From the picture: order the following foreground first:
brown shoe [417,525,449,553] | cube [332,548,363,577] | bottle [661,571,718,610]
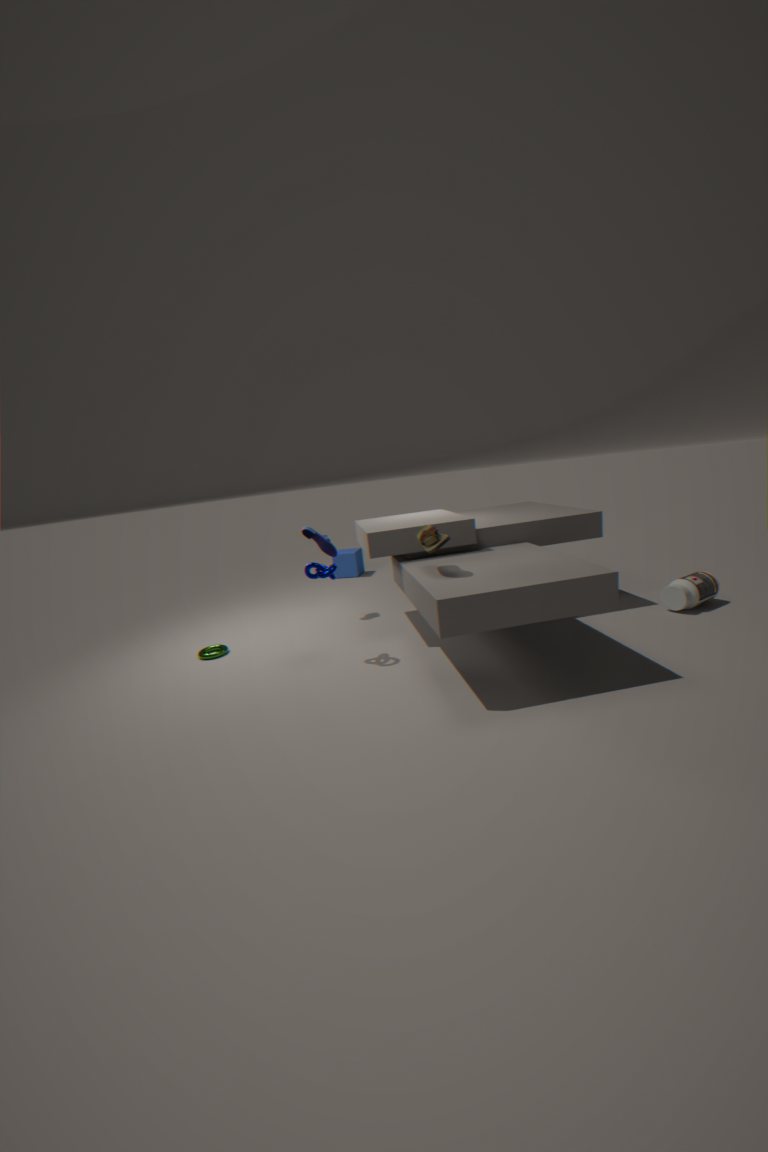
brown shoe [417,525,449,553] → bottle [661,571,718,610] → cube [332,548,363,577]
